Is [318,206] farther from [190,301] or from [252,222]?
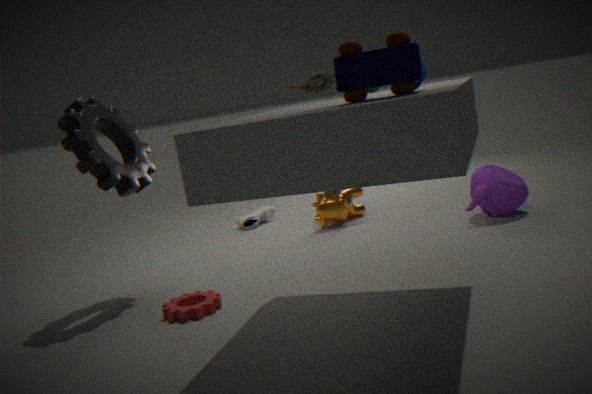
[190,301]
